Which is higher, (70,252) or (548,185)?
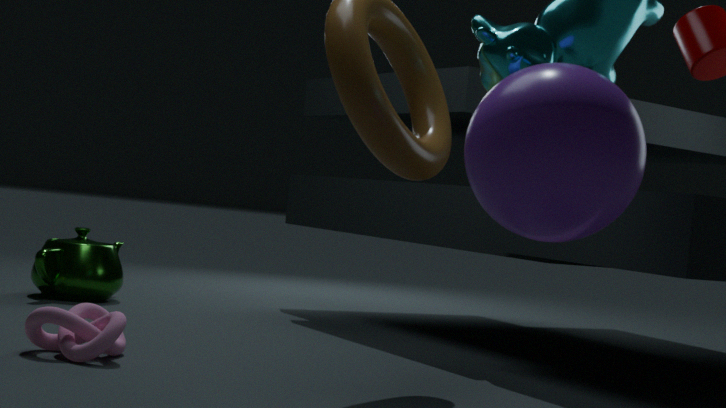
(548,185)
